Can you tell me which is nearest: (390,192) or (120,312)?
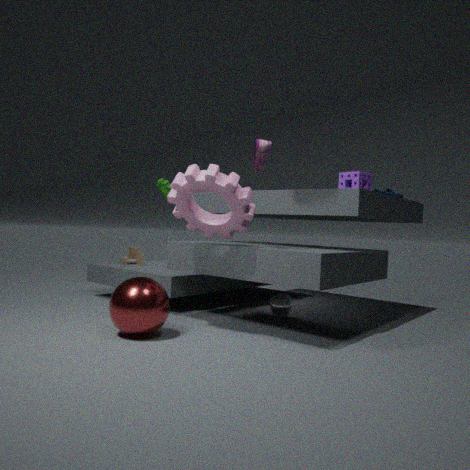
(120,312)
